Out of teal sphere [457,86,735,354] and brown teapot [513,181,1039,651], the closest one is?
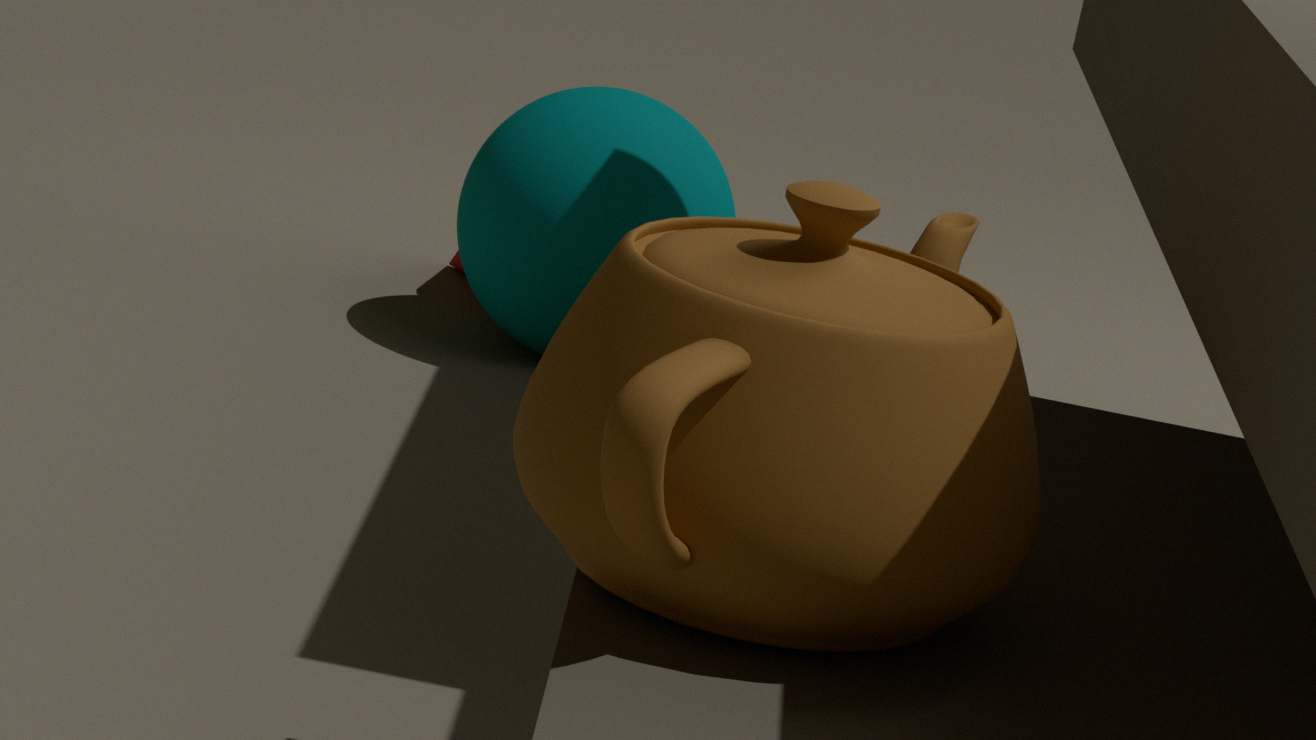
brown teapot [513,181,1039,651]
